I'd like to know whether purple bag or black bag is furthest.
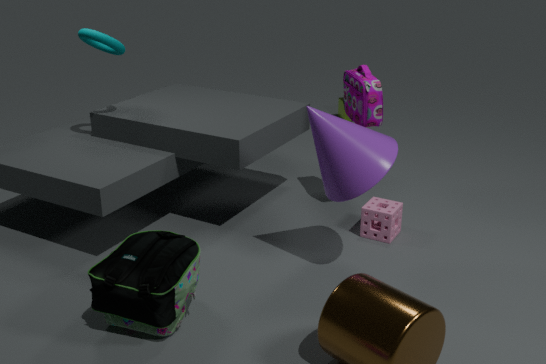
purple bag
